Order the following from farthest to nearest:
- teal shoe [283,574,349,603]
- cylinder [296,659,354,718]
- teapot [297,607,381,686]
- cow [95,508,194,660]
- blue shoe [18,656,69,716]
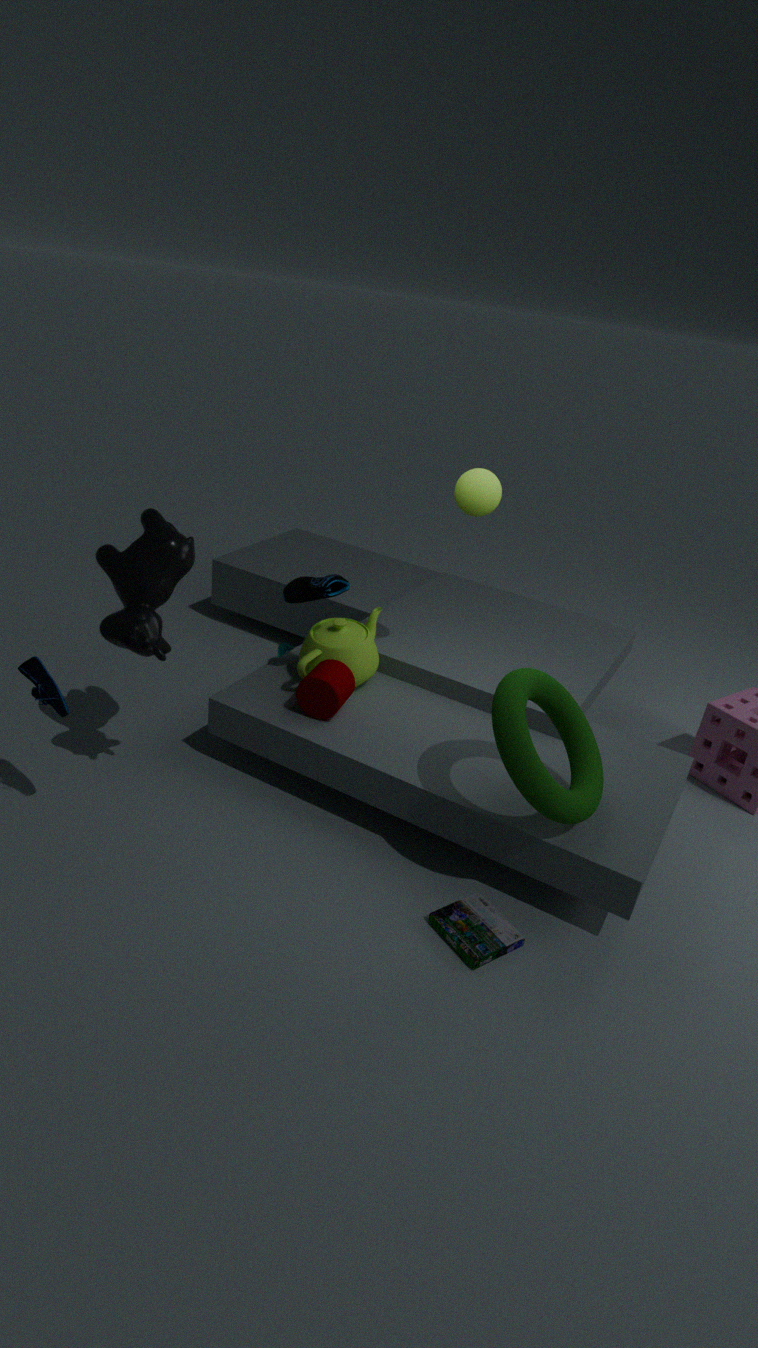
1. teapot [297,607,381,686]
2. teal shoe [283,574,349,603]
3. cylinder [296,659,354,718]
4. cow [95,508,194,660]
5. blue shoe [18,656,69,716]
